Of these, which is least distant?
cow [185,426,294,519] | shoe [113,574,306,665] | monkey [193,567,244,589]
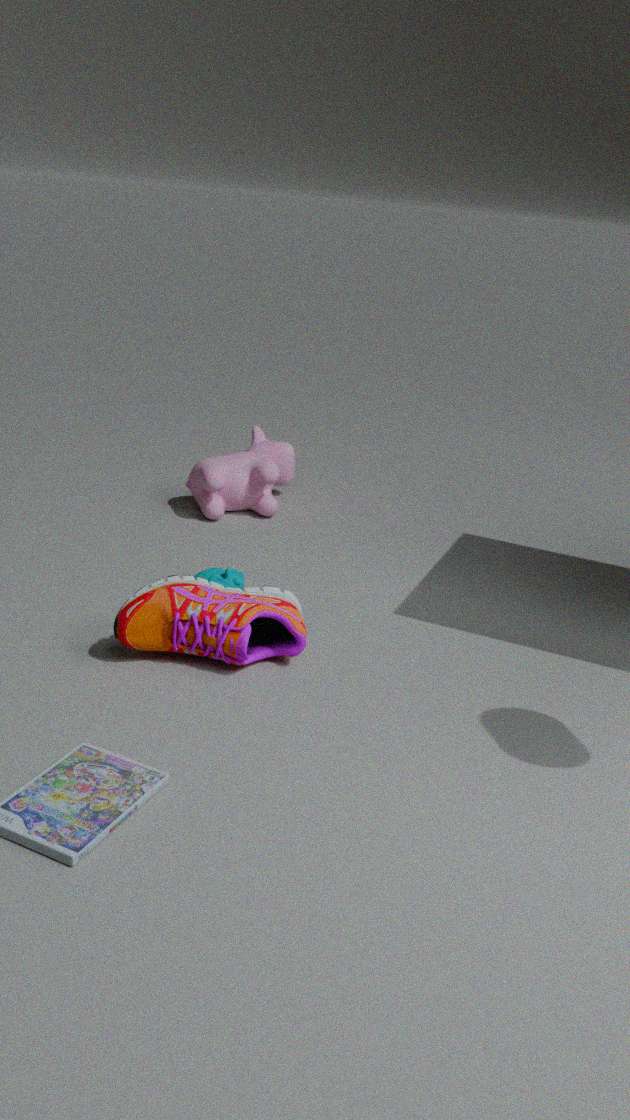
shoe [113,574,306,665]
